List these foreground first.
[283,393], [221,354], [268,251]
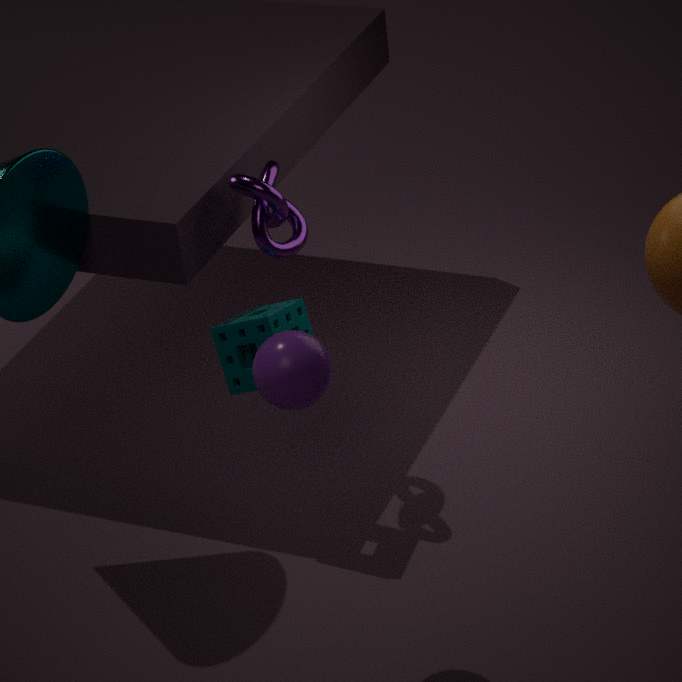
[283,393]
[221,354]
[268,251]
